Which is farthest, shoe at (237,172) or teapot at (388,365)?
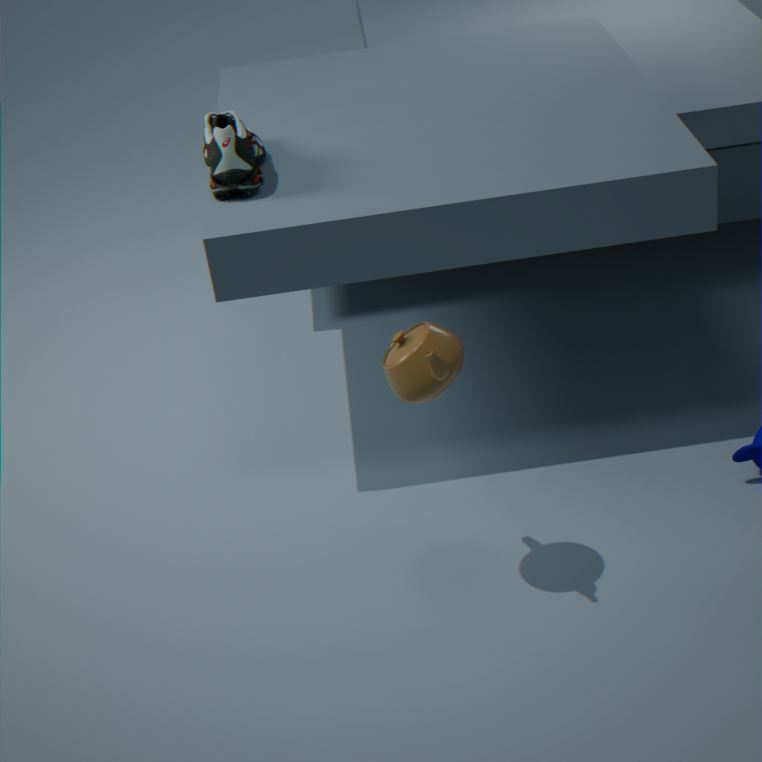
shoe at (237,172)
